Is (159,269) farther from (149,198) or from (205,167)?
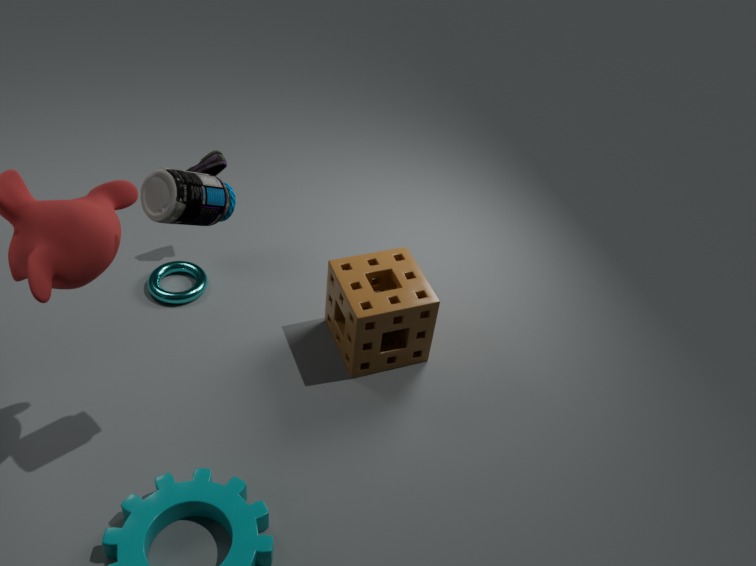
(149,198)
